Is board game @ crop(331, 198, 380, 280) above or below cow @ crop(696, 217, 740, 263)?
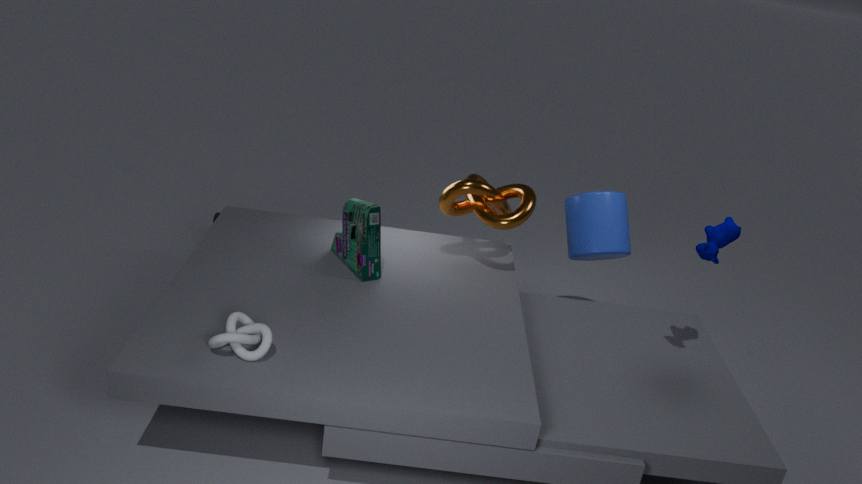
below
